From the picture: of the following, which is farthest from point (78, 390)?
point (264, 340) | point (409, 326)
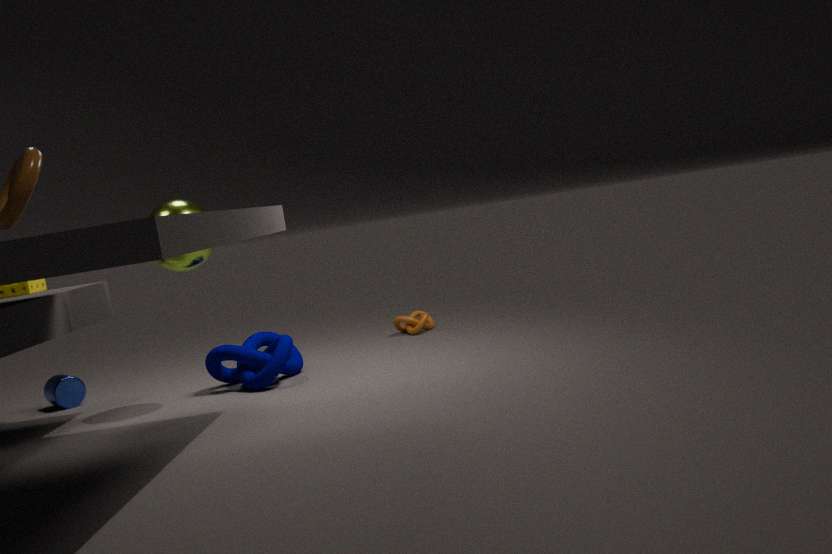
point (409, 326)
